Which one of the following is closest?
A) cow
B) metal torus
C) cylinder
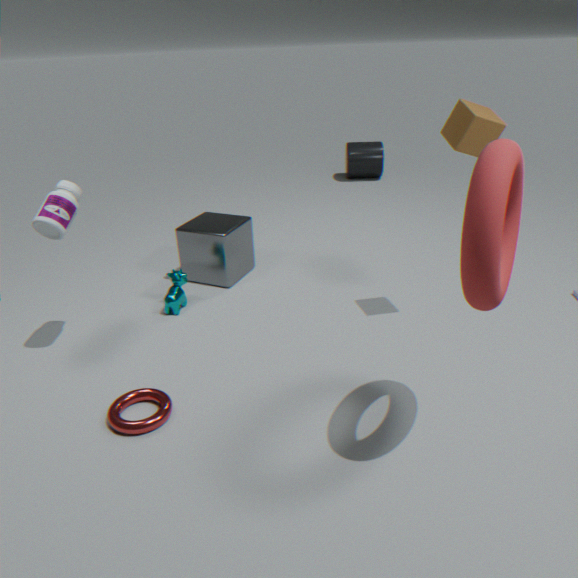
B. metal torus
